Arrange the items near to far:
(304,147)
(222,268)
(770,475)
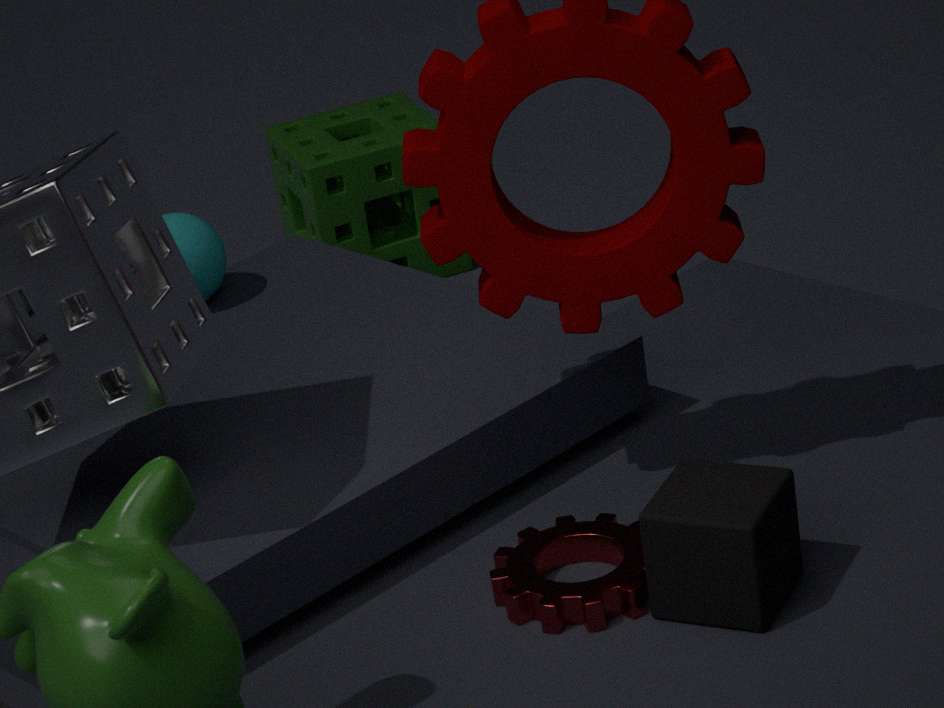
(770,475), (222,268), (304,147)
